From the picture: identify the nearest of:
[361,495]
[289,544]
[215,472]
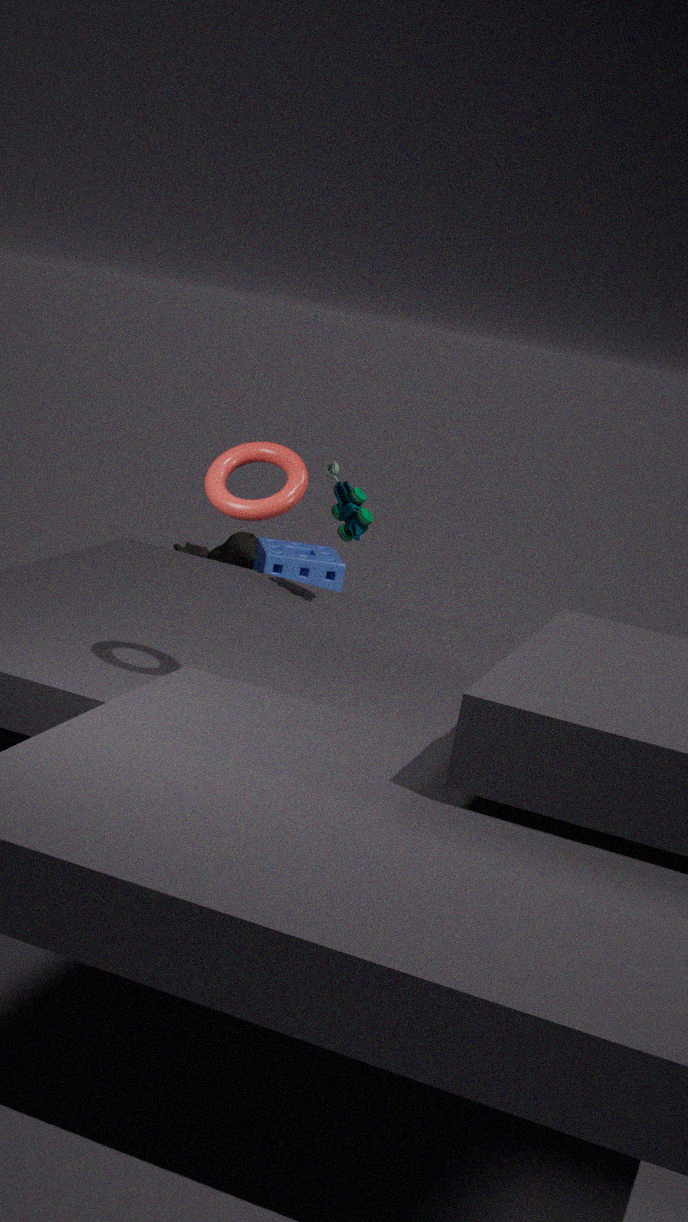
[215,472]
